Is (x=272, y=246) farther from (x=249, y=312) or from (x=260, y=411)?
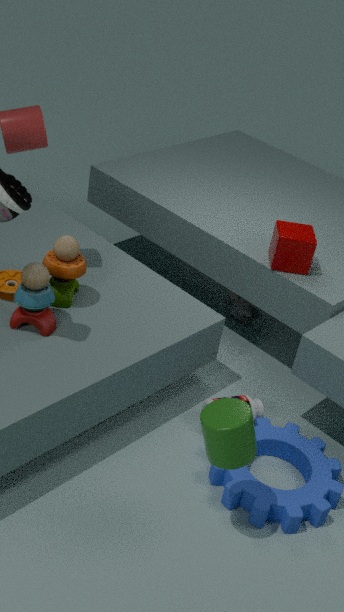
(x=260, y=411)
